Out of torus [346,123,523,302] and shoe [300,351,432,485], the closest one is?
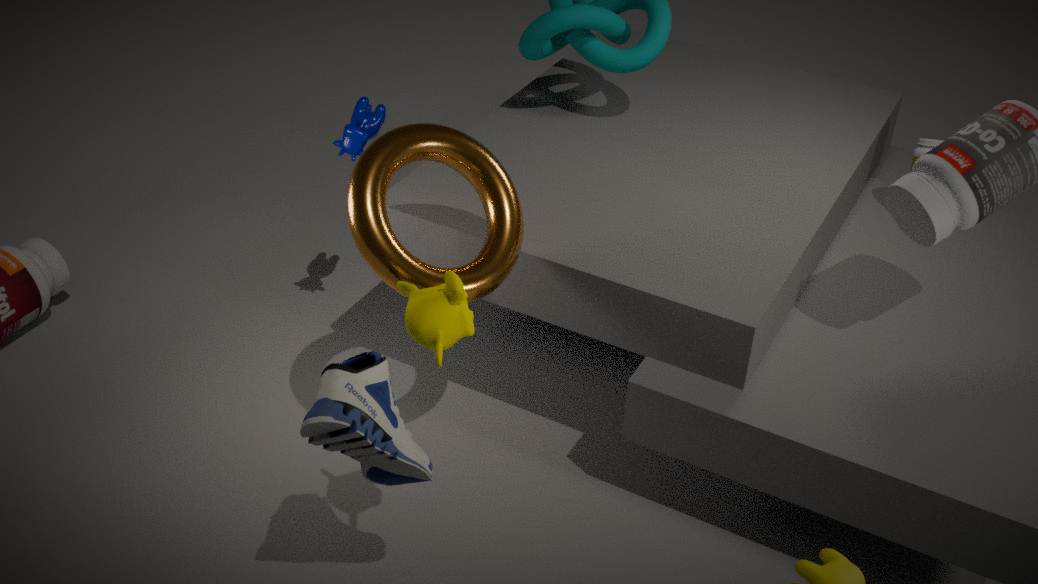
shoe [300,351,432,485]
